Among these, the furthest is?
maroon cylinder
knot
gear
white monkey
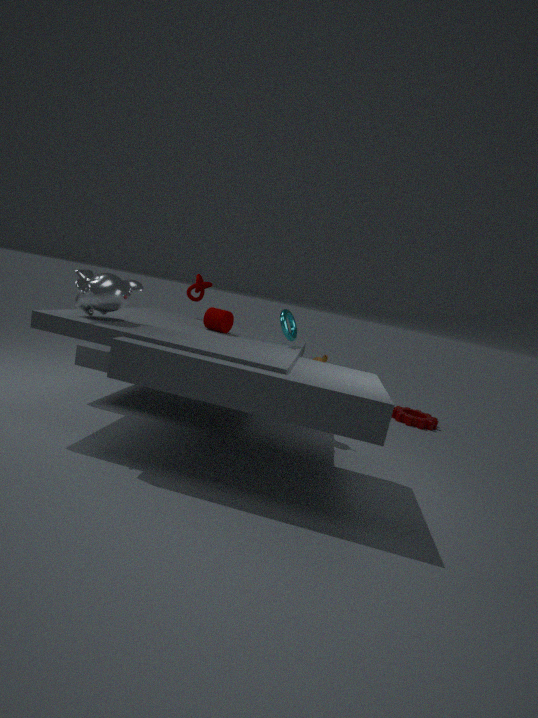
gear
